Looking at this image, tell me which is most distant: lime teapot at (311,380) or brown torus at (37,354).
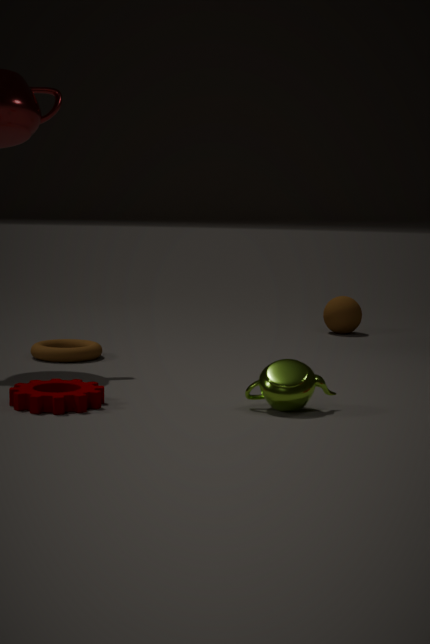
brown torus at (37,354)
